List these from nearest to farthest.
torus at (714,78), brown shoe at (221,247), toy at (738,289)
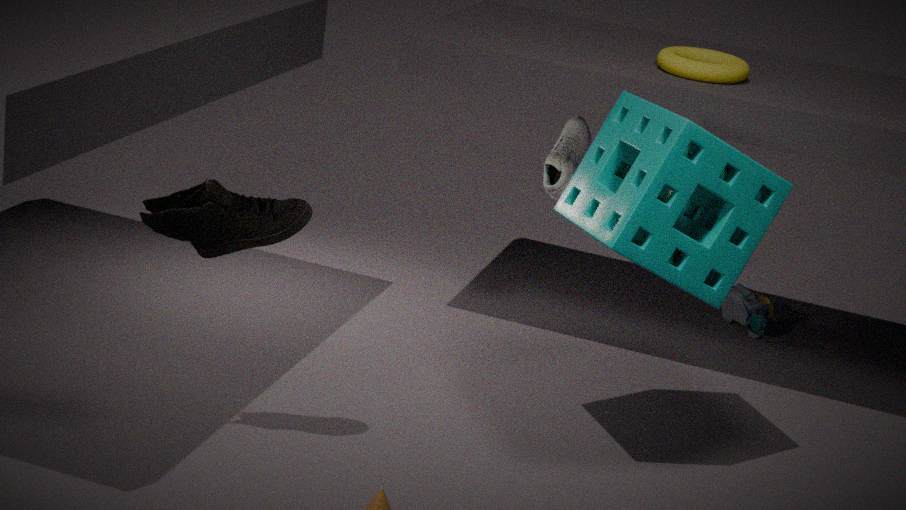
brown shoe at (221,247), torus at (714,78), toy at (738,289)
